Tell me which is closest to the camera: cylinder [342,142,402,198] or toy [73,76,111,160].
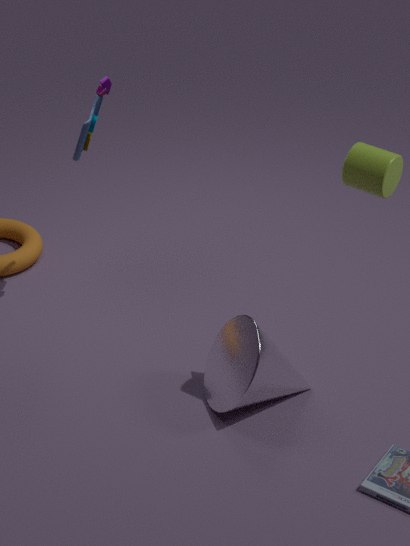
cylinder [342,142,402,198]
